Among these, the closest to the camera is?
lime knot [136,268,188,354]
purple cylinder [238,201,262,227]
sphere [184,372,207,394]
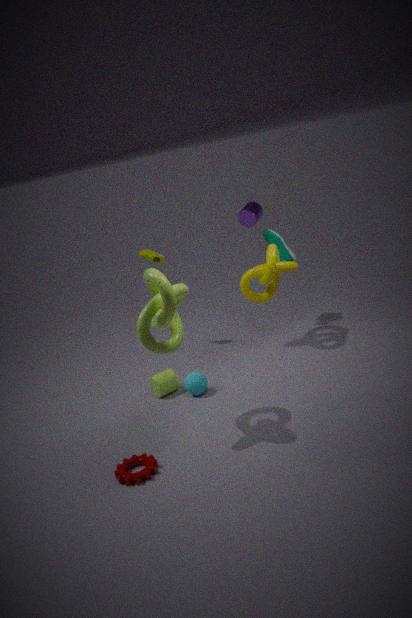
lime knot [136,268,188,354]
